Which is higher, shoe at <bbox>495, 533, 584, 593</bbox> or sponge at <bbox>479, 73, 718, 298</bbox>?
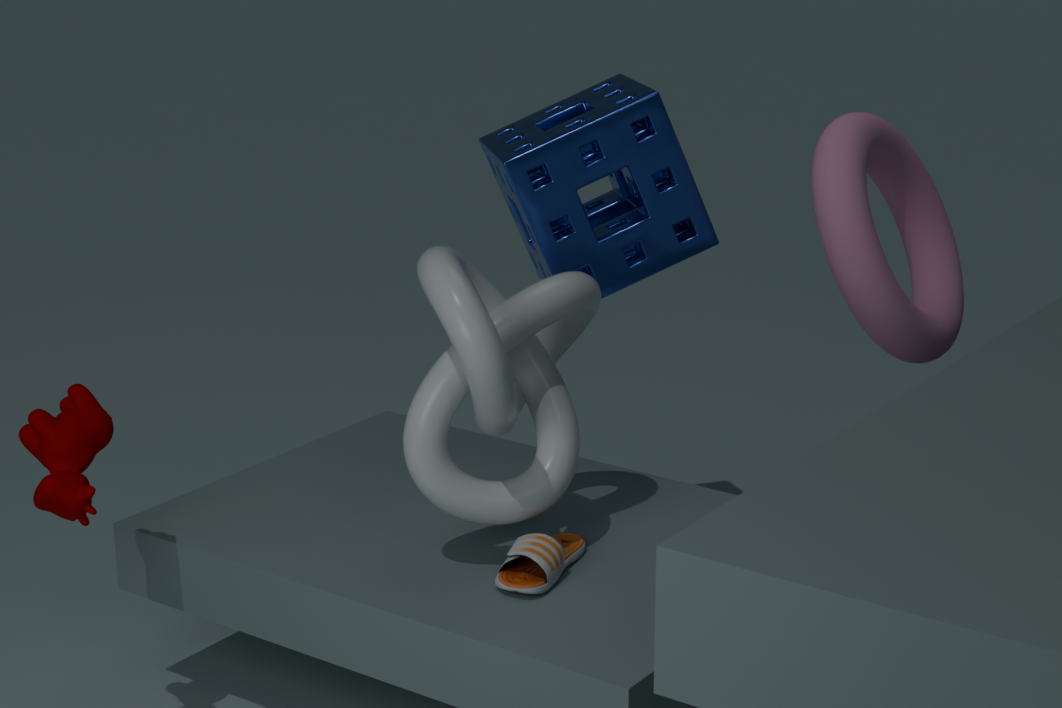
sponge at <bbox>479, 73, 718, 298</bbox>
